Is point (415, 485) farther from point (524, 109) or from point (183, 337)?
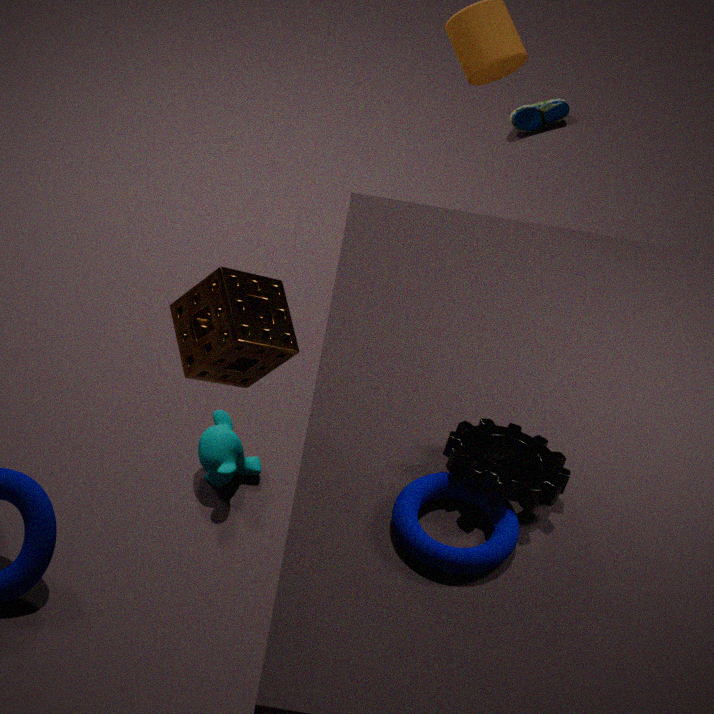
point (524, 109)
